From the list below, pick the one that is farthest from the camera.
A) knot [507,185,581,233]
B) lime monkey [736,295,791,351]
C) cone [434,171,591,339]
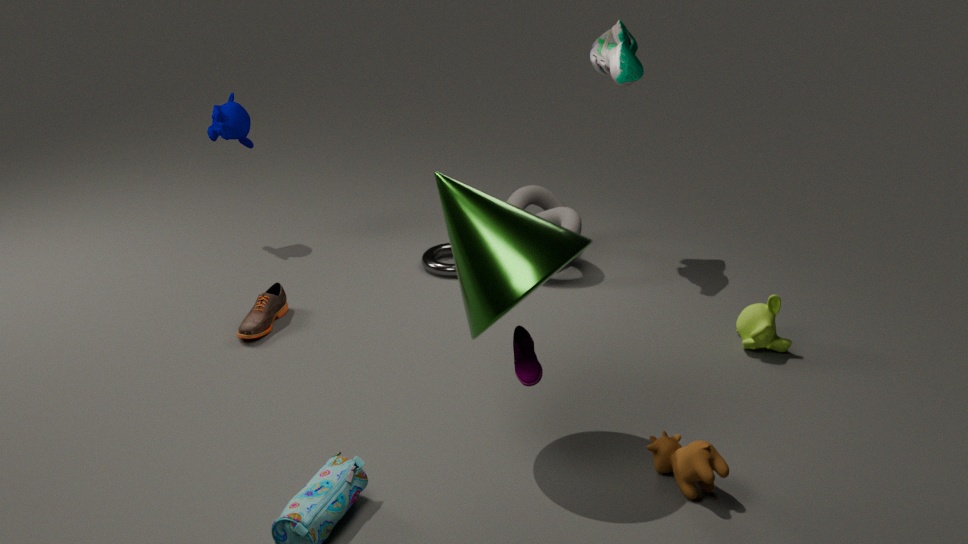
knot [507,185,581,233]
